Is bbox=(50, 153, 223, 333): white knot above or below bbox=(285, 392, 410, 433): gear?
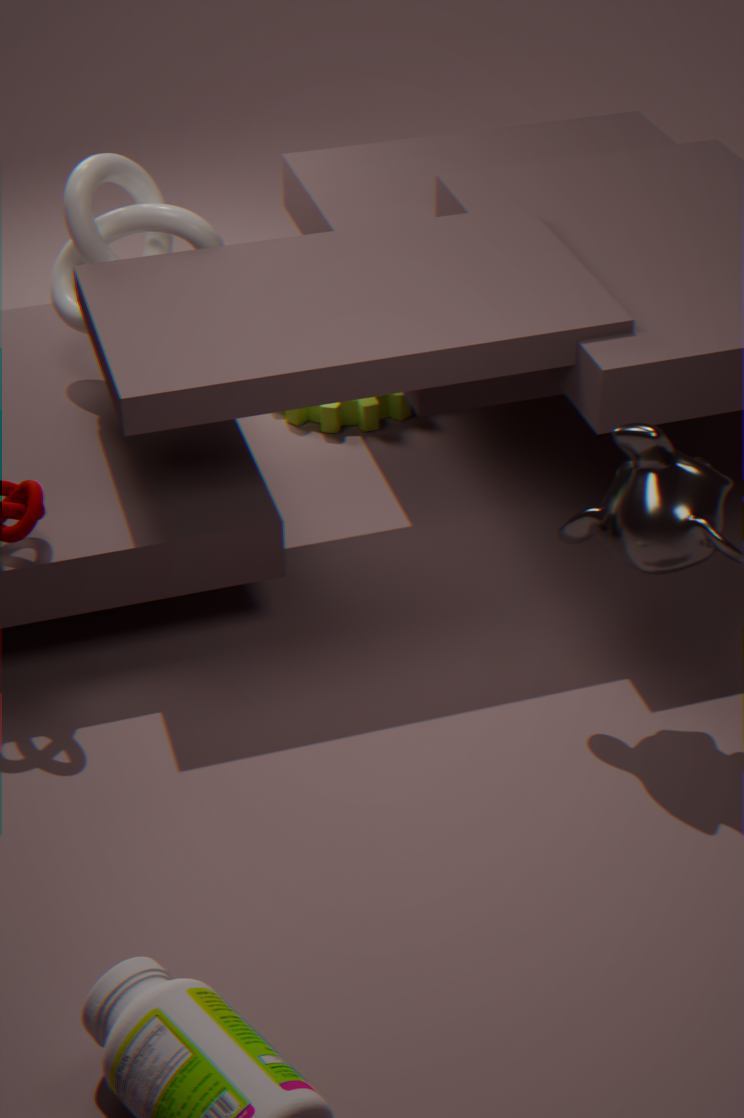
above
